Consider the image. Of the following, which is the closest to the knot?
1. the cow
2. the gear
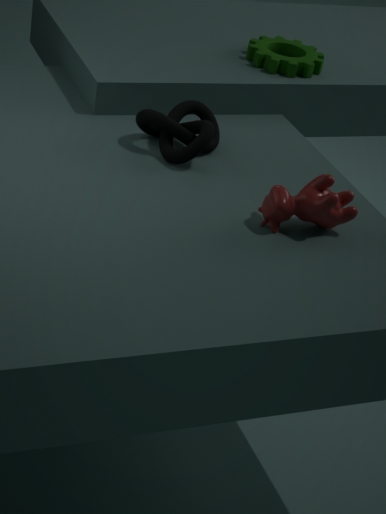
the cow
